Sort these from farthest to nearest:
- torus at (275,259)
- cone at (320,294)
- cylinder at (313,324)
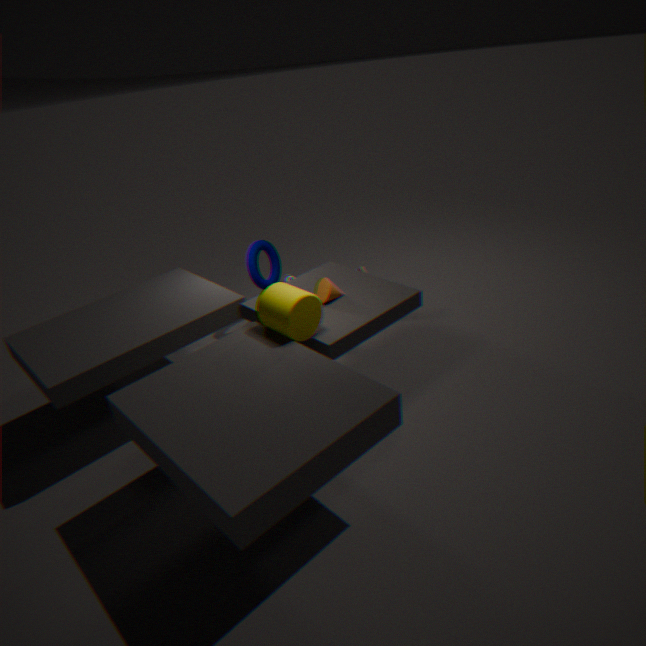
torus at (275,259) → cone at (320,294) → cylinder at (313,324)
